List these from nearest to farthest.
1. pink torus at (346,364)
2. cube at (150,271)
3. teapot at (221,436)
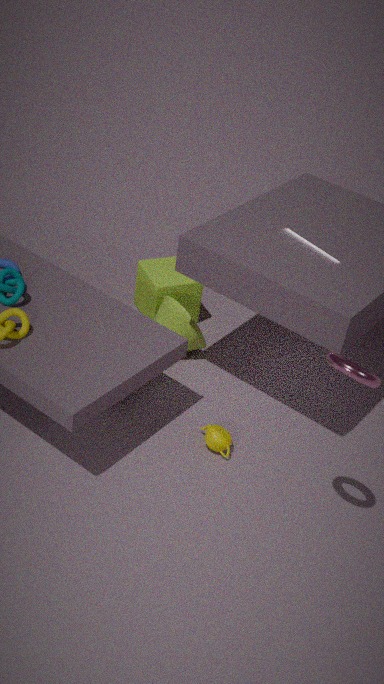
pink torus at (346,364) < teapot at (221,436) < cube at (150,271)
